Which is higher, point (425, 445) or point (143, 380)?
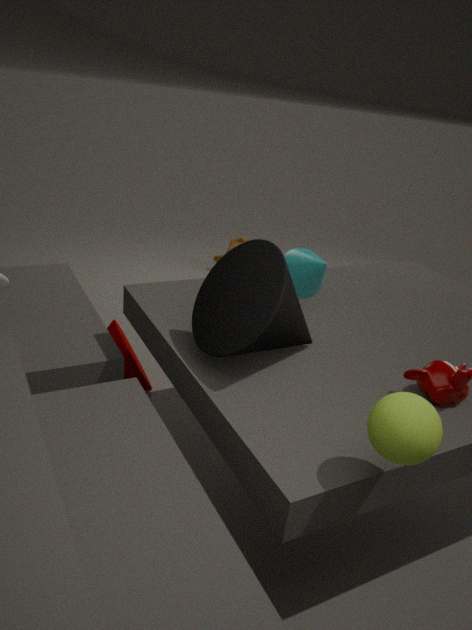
point (425, 445)
